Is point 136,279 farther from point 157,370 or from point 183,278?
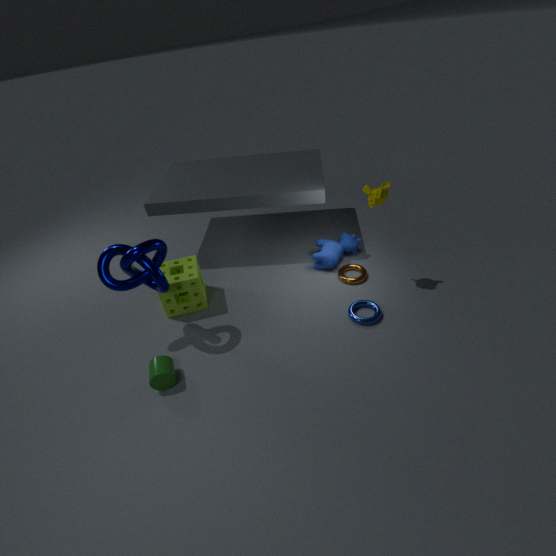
point 157,370
